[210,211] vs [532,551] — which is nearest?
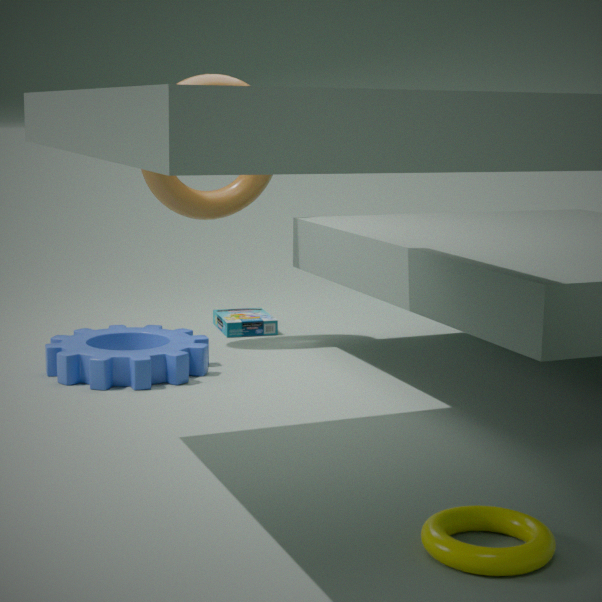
[532,551]
